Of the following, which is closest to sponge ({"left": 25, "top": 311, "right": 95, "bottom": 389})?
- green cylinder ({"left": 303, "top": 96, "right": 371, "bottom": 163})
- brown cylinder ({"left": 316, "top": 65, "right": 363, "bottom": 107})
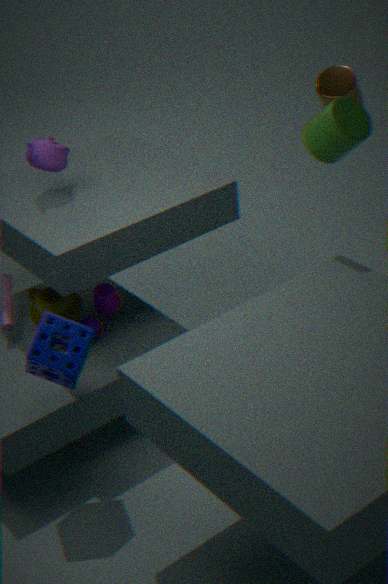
green cylinder ({"left": 303, "top": 96, "right": 371, "bottom": 163})
